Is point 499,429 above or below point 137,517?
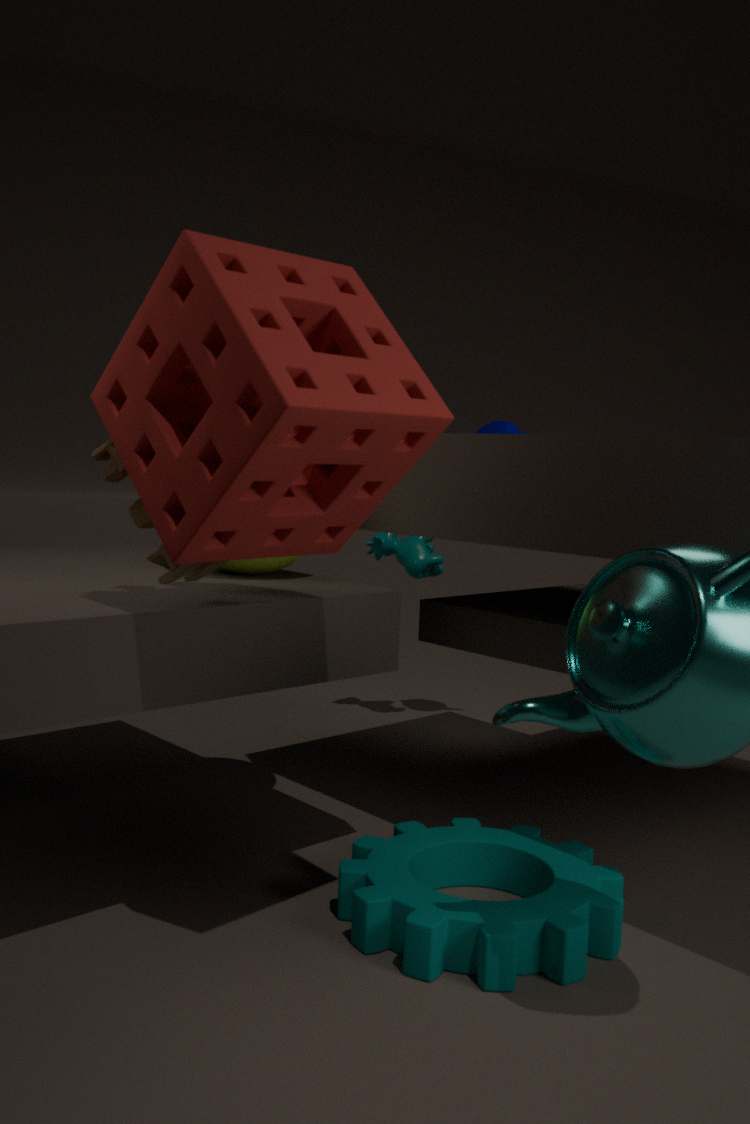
above
